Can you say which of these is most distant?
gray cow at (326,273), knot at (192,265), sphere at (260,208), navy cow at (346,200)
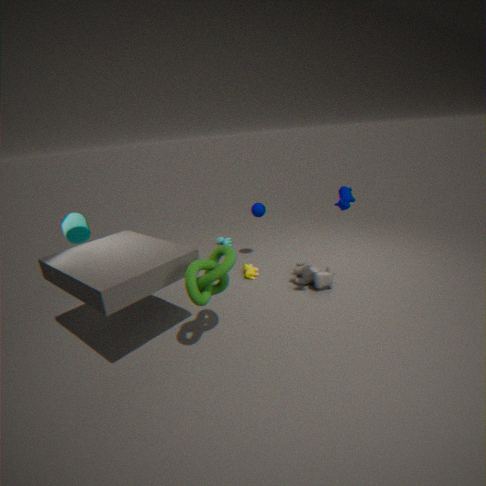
sphere at (260,208)
